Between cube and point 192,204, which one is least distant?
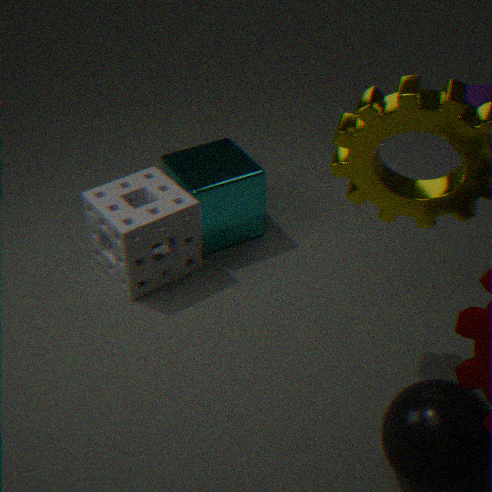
cube
